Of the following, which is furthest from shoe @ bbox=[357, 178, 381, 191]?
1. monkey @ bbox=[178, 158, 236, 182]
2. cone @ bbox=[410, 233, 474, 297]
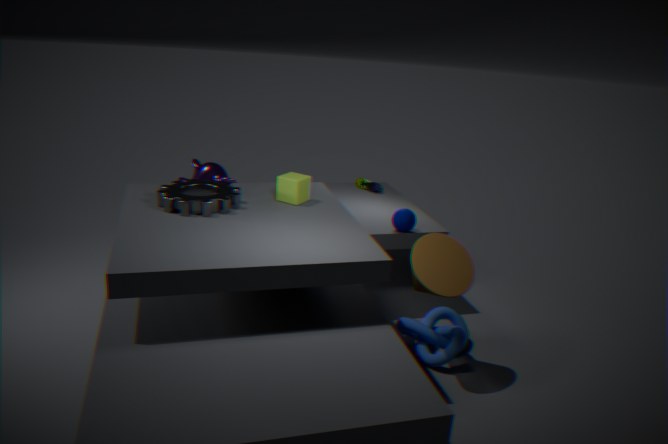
cone @ bbox=[410, 233, 474, 297]
